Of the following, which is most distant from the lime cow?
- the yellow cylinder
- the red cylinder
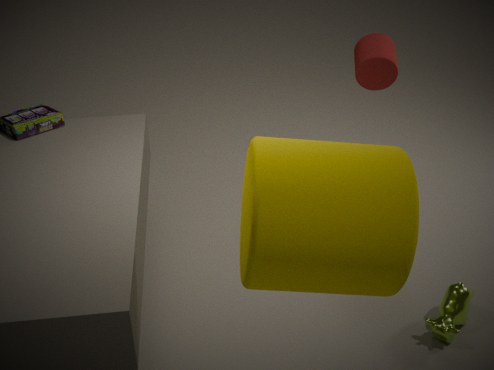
the red cylinder
